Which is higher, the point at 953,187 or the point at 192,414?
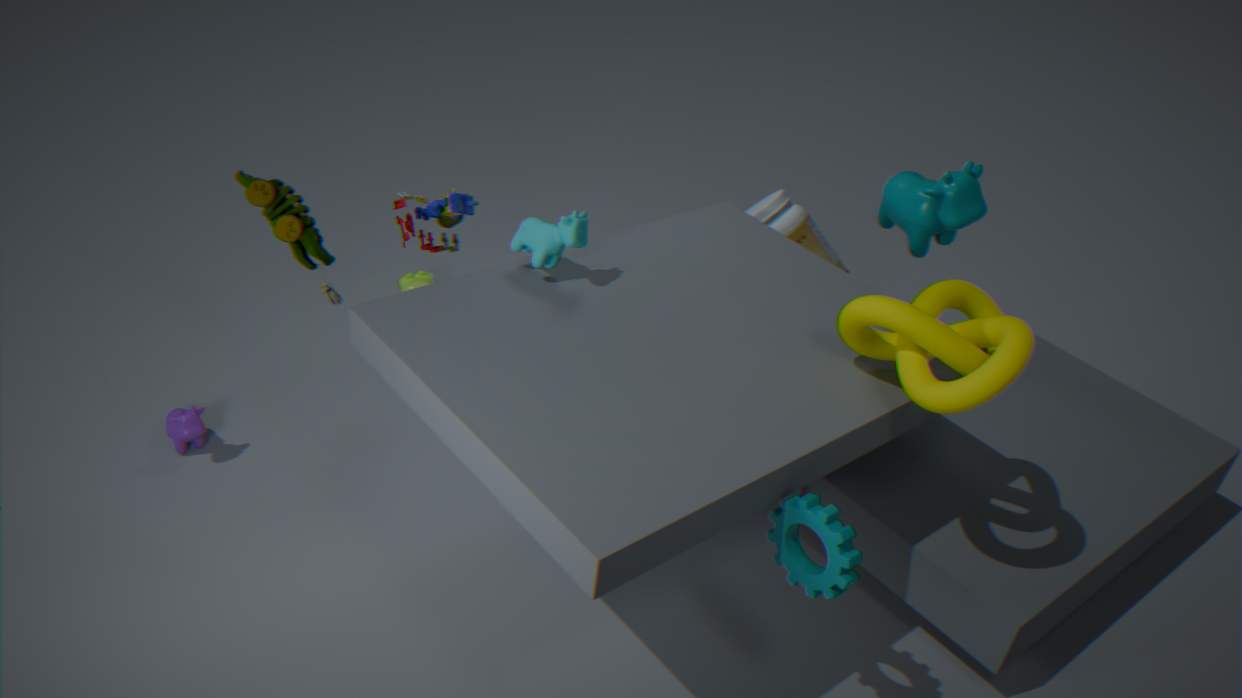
the point at 953,187
